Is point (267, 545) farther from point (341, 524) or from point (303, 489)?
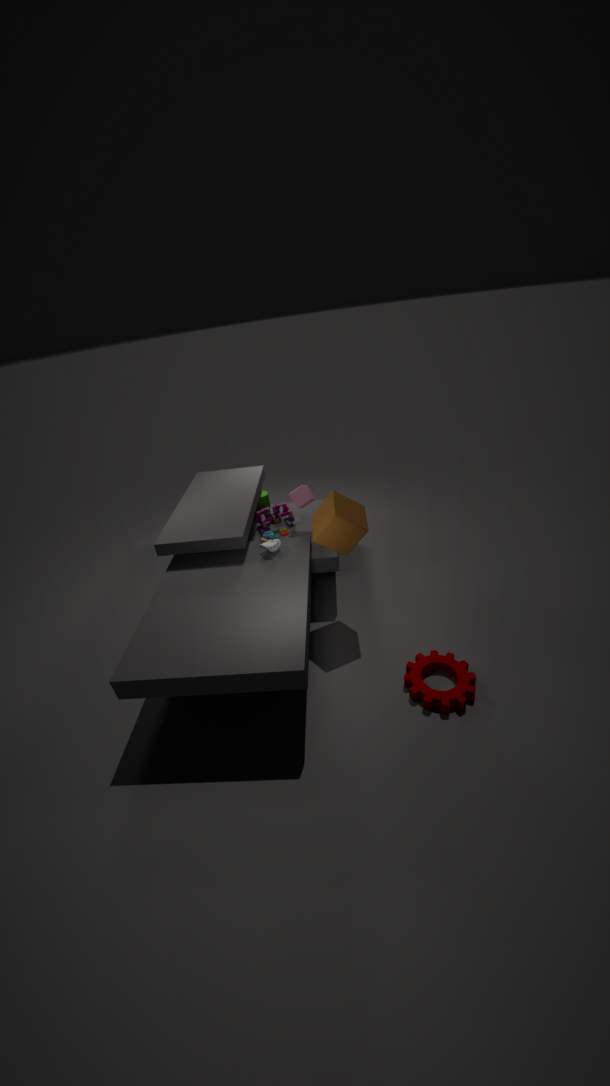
point (341, 524)
